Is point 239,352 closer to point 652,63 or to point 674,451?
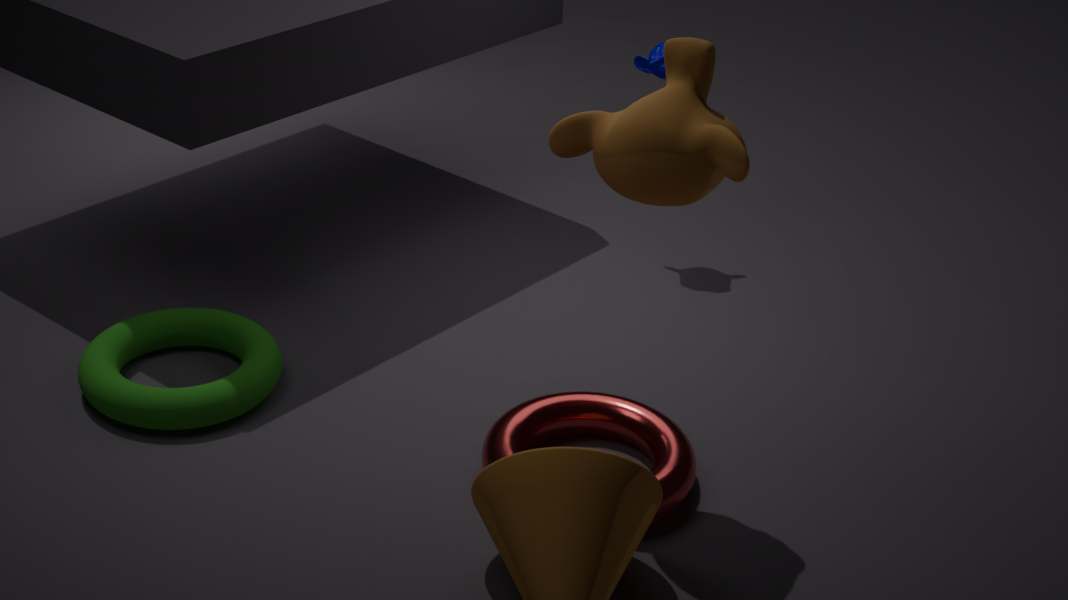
point 674,451
